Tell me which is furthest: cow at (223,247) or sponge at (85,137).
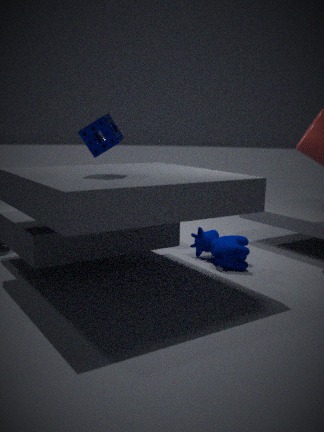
cow at (223,247)
